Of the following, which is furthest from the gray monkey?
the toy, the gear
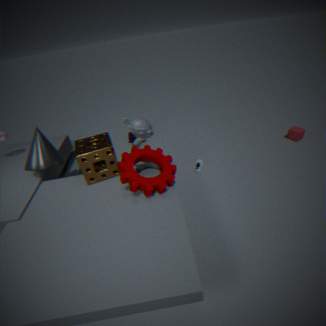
the toy
